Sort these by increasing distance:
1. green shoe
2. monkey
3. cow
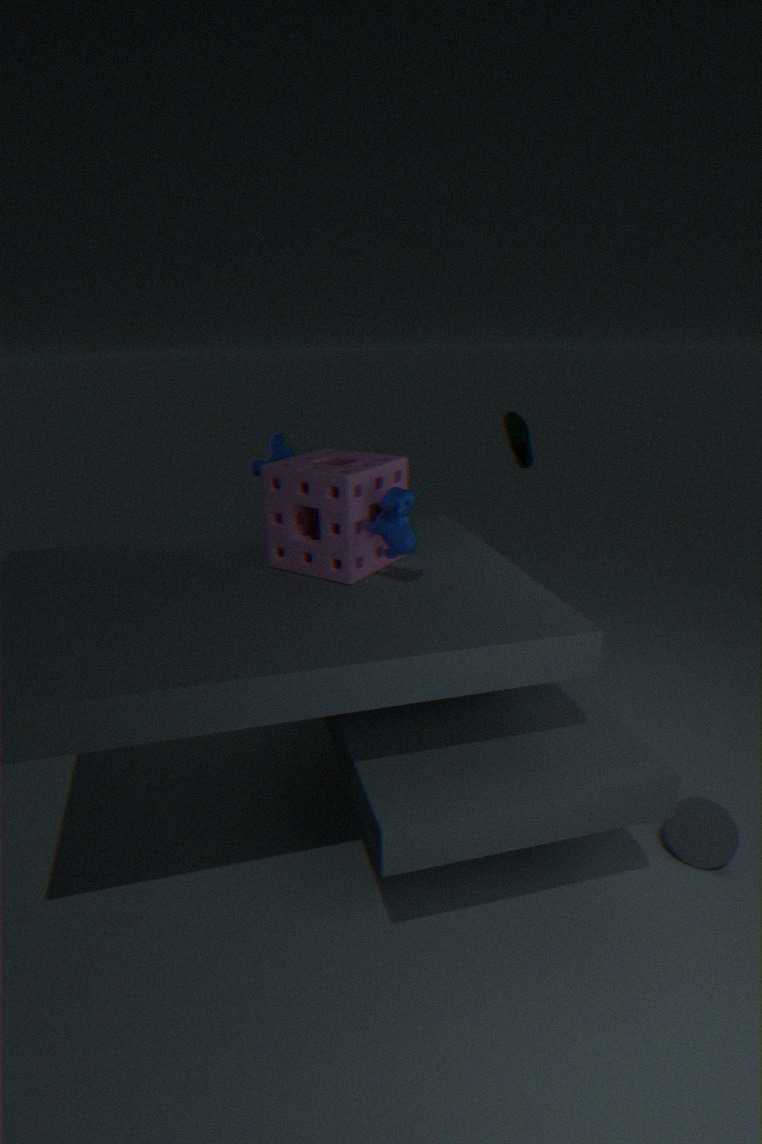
1. cow
2. monkey
3. green shoe
